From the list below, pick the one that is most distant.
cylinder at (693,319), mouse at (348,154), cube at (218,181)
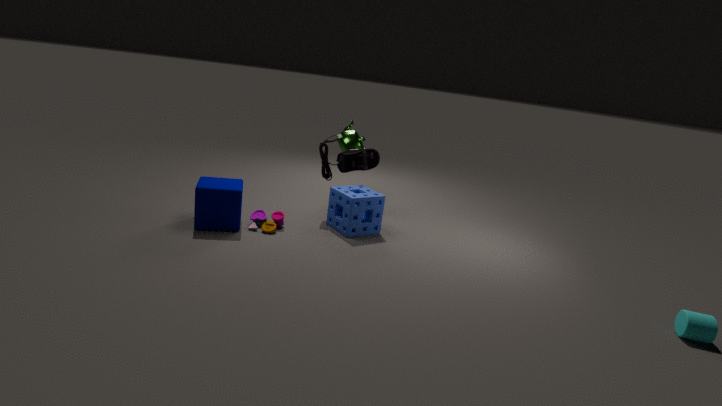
mouse at (348,154)
